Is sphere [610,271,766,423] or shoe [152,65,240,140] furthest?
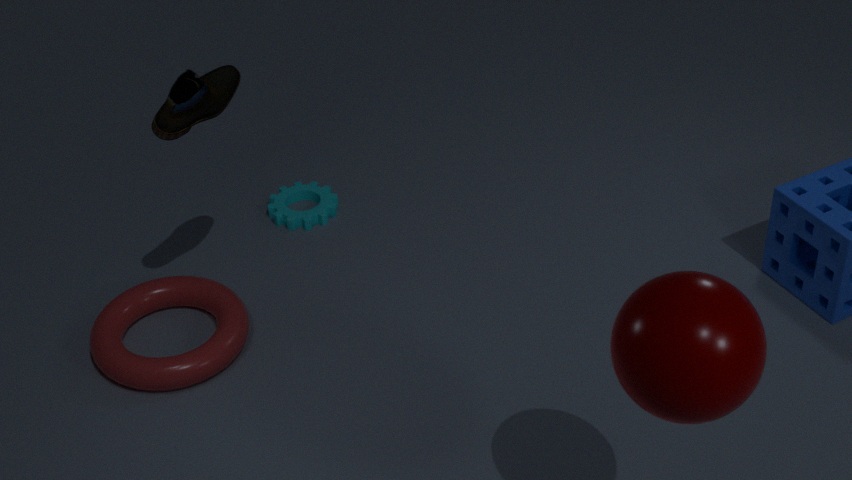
shoe [152,65,240,140]
